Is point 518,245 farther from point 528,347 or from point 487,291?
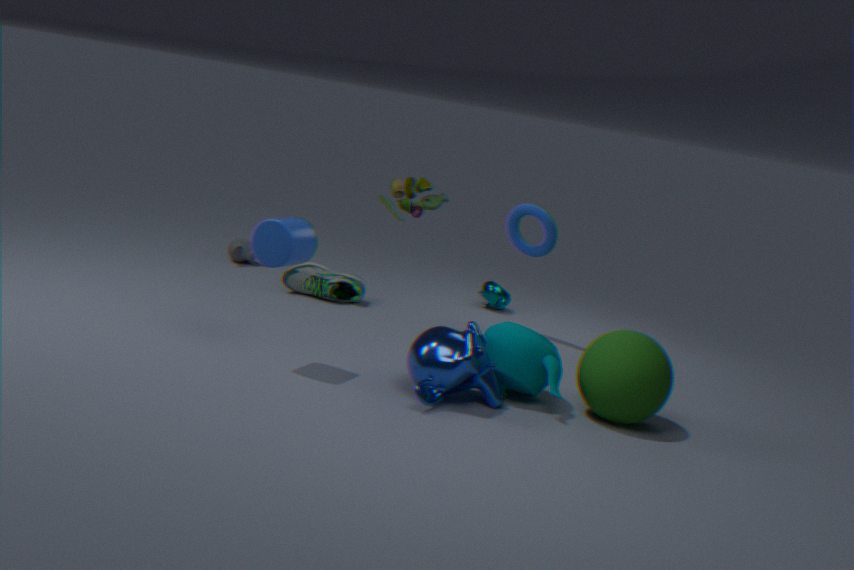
point 528,347
